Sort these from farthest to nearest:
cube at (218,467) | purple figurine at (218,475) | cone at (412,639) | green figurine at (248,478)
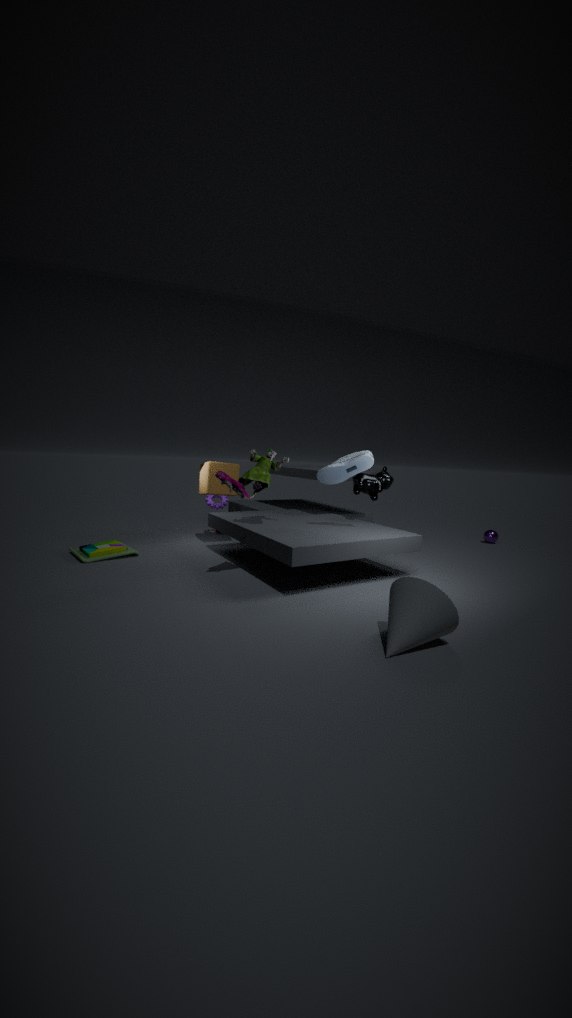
1. cube at (218,467)
2. green figurine at (248,478)
3. purple figurine at (218,475)
4. cone at (412,639)
